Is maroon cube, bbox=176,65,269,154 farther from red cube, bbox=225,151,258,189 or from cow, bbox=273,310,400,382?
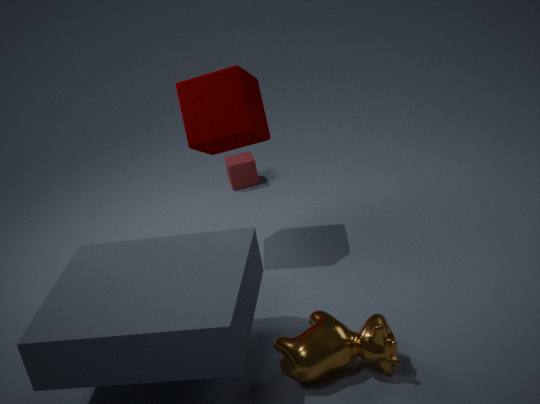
cow, bbox=273,310,400,382
